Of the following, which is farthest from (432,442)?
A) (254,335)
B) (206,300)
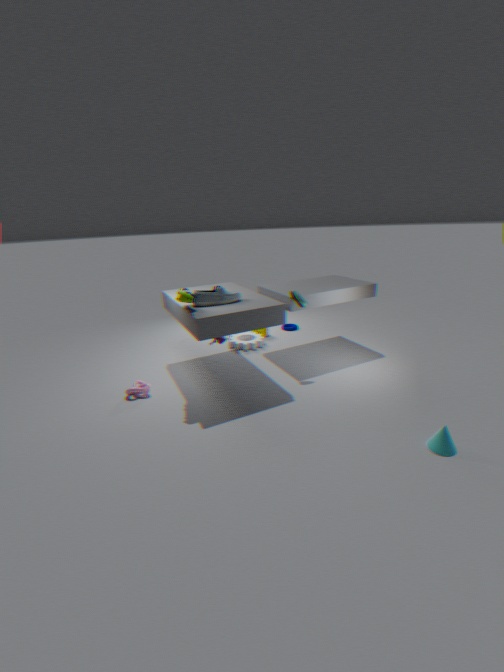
(254,335)
